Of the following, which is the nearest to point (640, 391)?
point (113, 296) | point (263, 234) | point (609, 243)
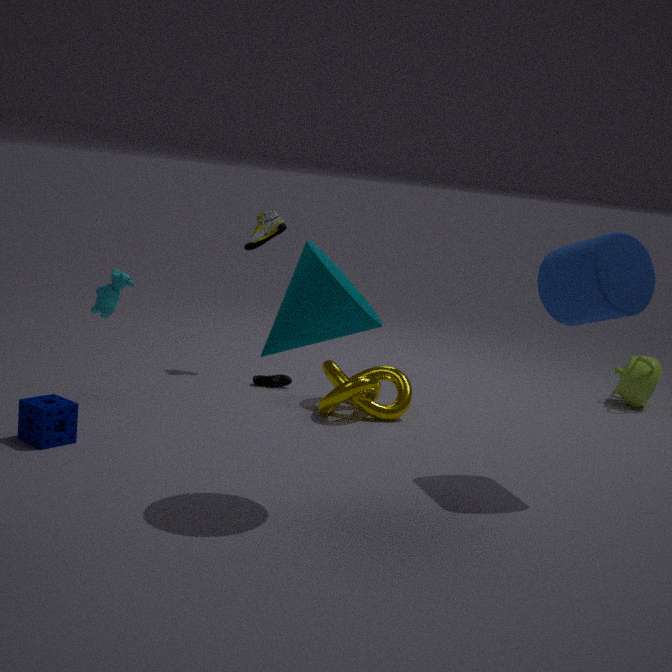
point (609, 243)
